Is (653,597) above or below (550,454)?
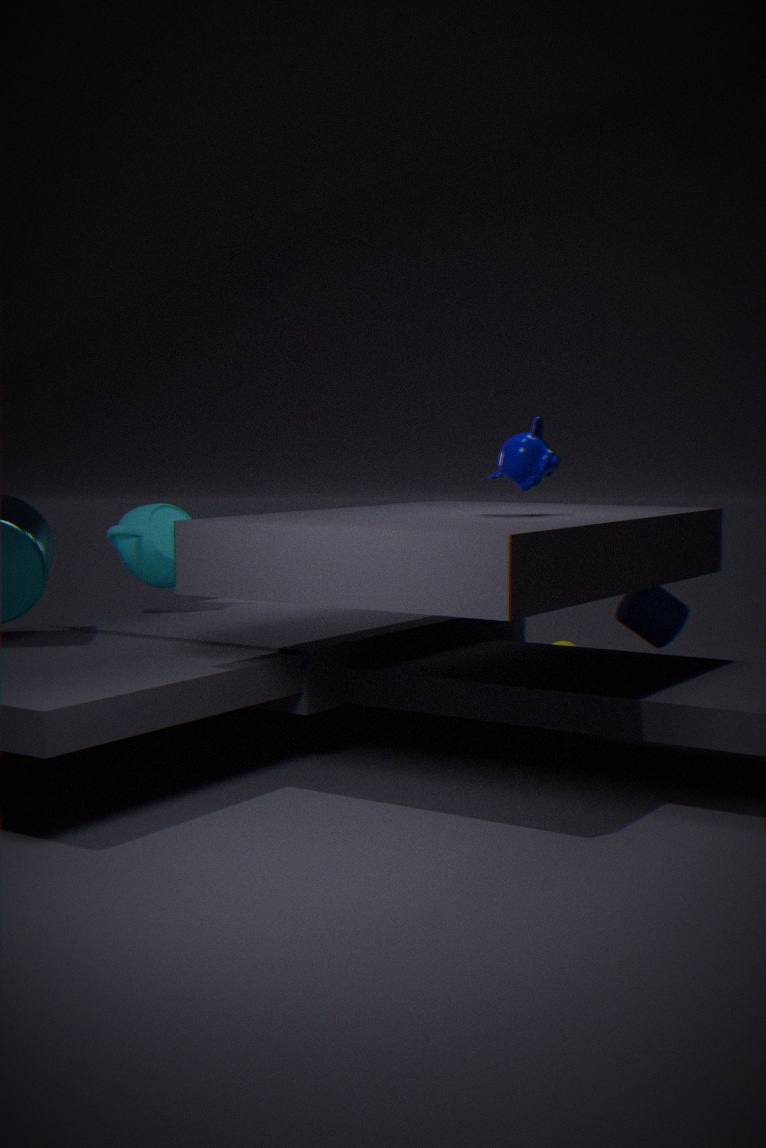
below
